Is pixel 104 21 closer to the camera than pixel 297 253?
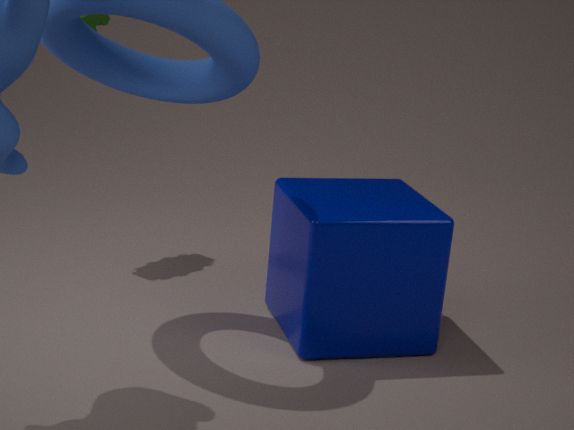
No
